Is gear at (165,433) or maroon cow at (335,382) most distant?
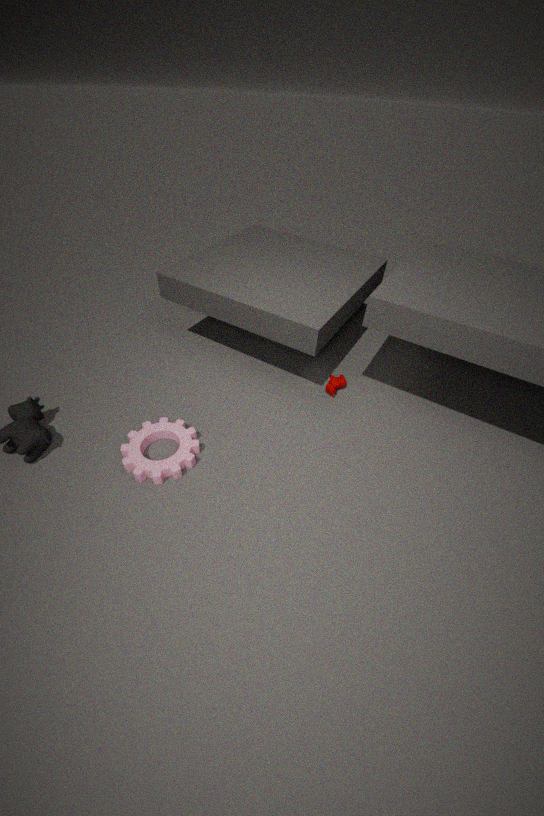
maroon cow at (335,382)
